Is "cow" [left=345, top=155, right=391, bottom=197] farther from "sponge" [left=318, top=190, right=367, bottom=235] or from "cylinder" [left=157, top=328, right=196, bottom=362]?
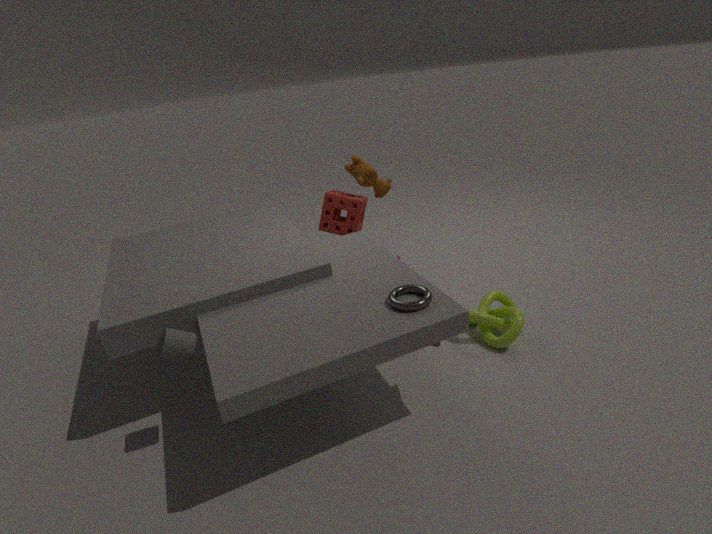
"cylinder" [left=157, top=328, right=196, bottom=362]
